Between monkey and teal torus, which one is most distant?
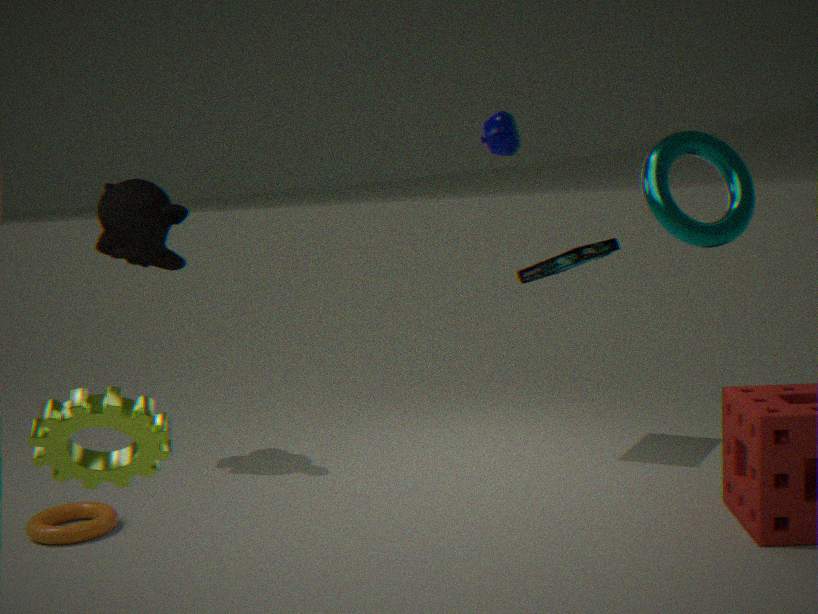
monkey
